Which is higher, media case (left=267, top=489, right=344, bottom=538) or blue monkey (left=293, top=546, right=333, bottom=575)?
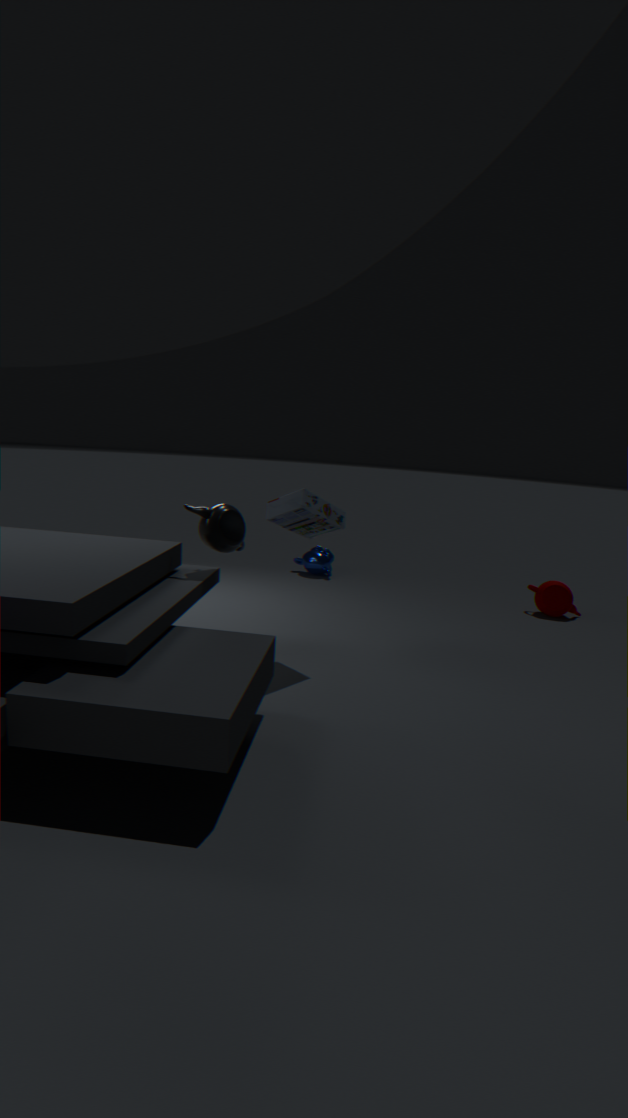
media case (left=267, top=489, right=344, bottom=538)
